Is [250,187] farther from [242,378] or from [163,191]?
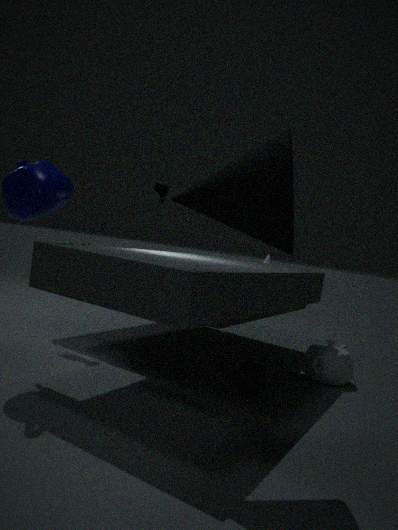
[163,191]
